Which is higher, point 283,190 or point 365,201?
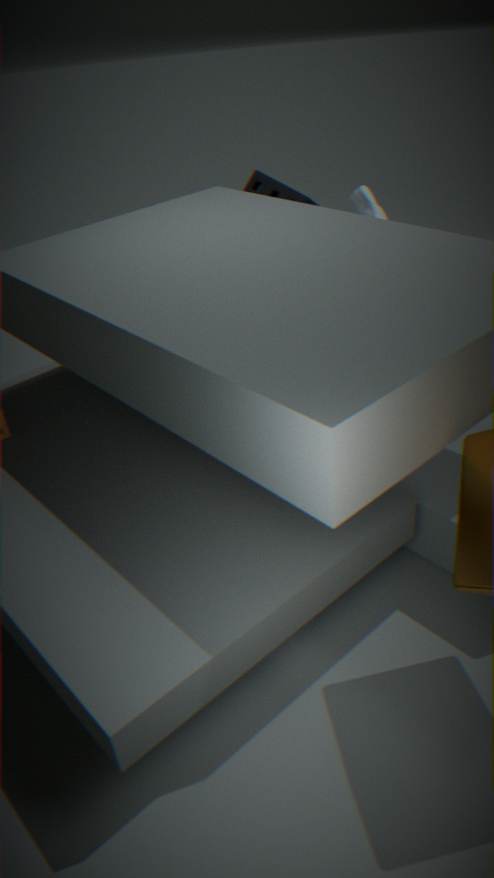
point 365,201
